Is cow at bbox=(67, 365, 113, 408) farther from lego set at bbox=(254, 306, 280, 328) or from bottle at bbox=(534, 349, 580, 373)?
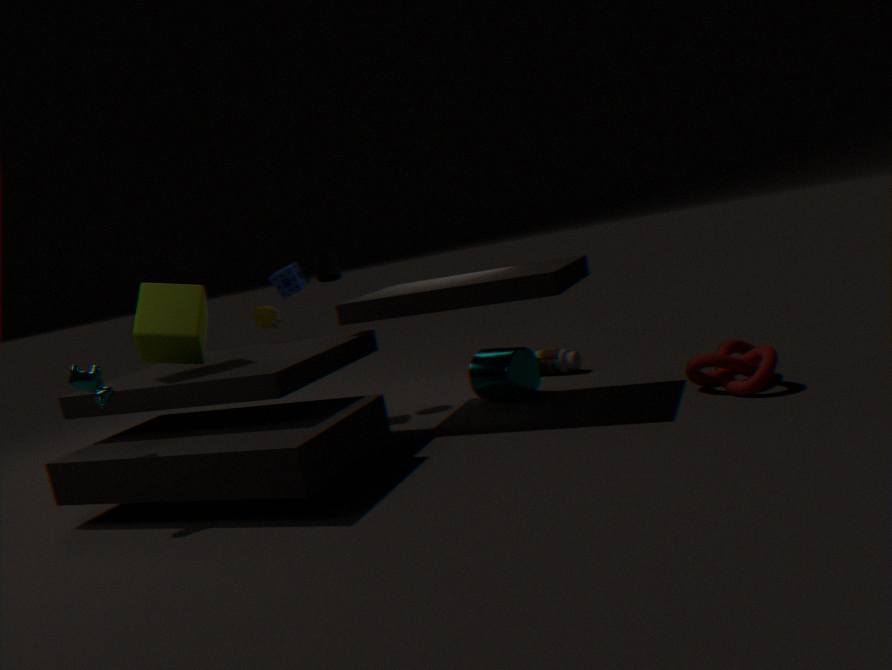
bottle at bbox=(534, 349, 580, 373)
